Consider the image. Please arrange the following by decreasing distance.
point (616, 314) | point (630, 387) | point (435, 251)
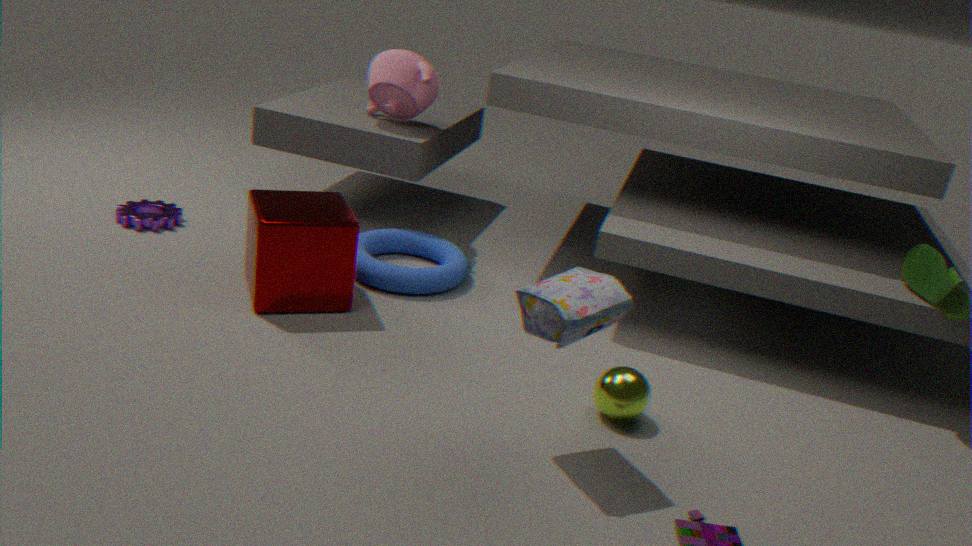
point (435, 251) → point (630, 387) → point (616, 314)
